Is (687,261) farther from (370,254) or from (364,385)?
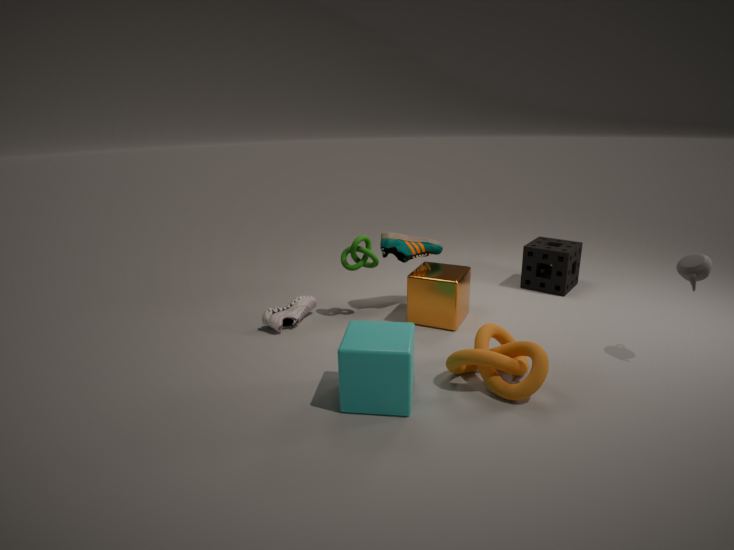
(370,254)
